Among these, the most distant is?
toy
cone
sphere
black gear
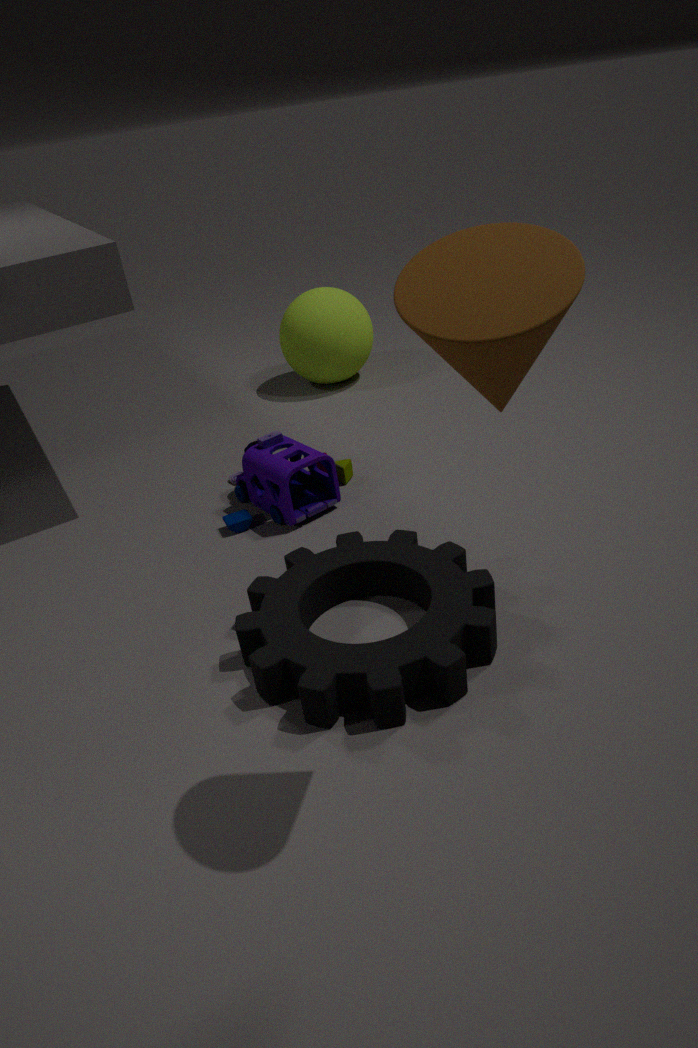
sphere
